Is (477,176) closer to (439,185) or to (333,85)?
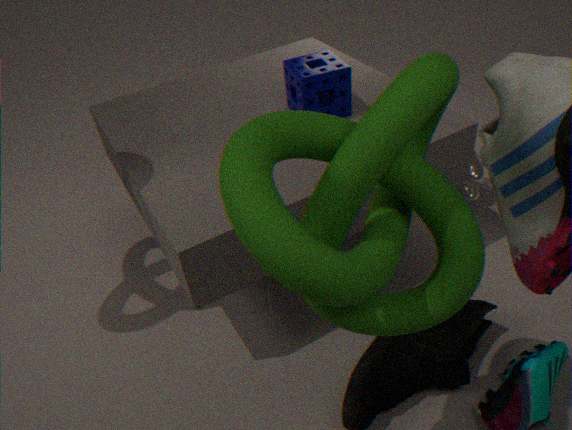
(333,85)
